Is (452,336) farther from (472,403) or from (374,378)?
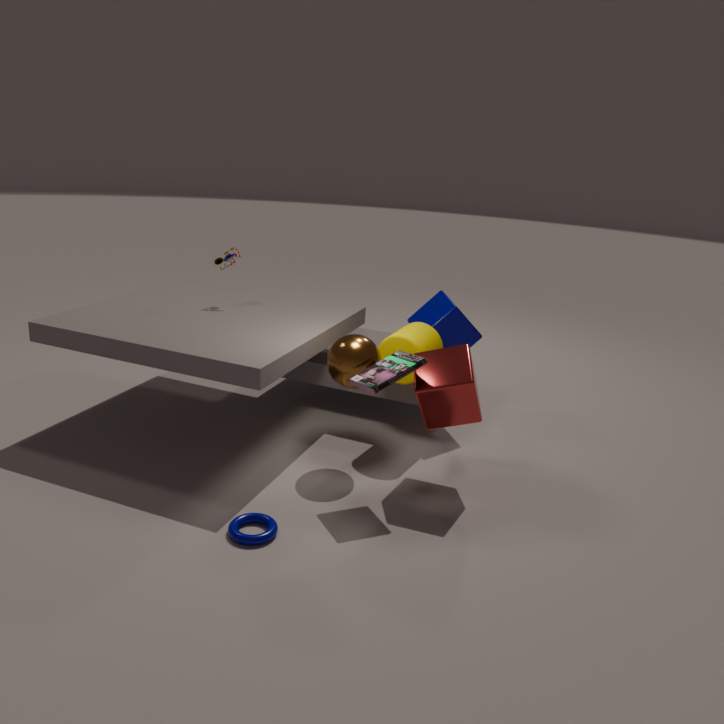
(374,378)
